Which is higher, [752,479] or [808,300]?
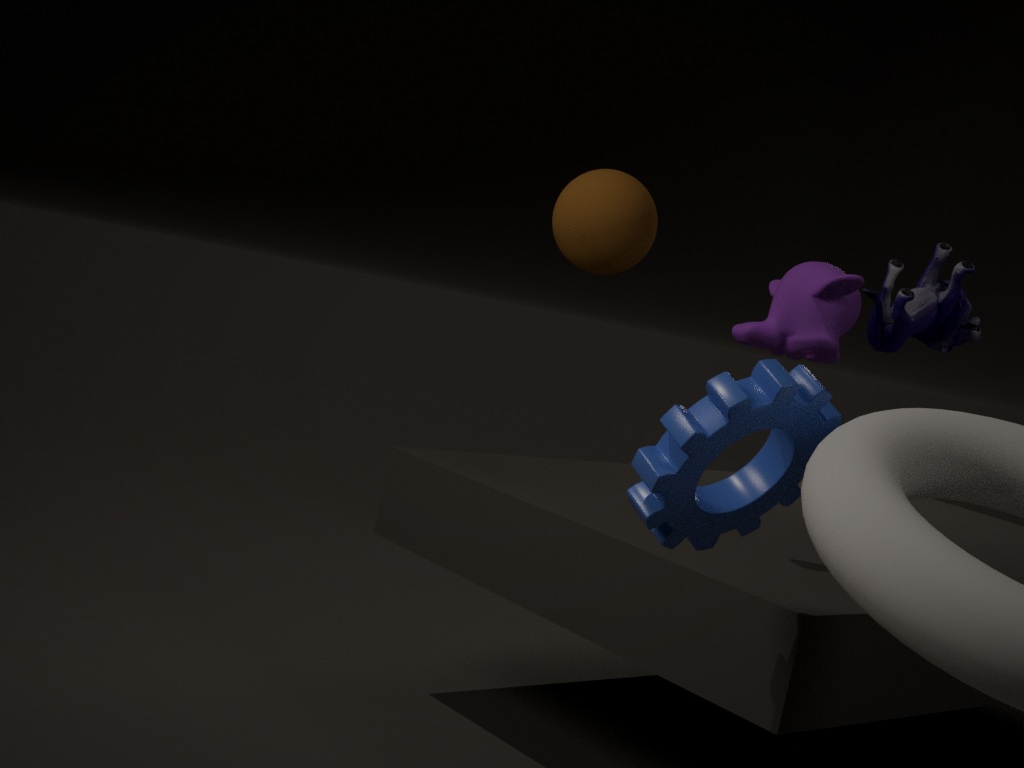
[808,300]
